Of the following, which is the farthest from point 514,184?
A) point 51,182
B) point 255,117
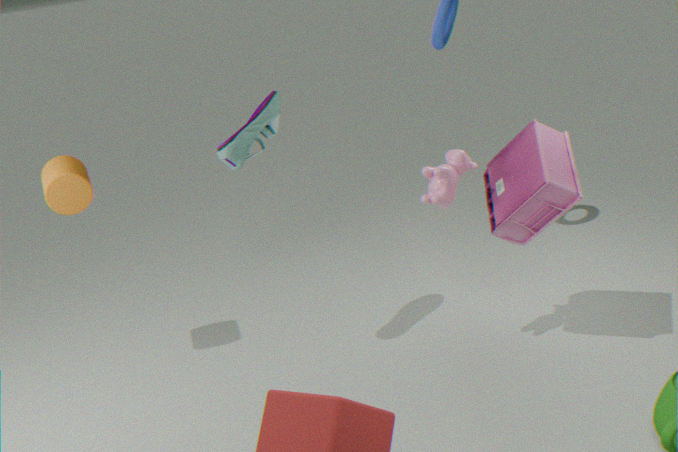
point 51,182
